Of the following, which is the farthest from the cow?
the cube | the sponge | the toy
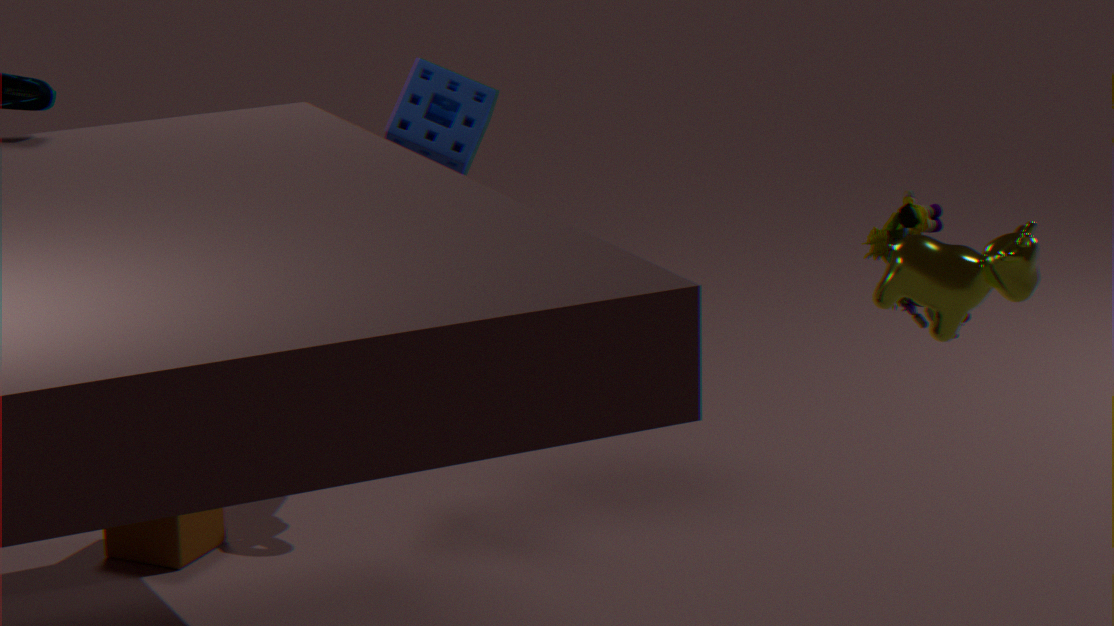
the cube
